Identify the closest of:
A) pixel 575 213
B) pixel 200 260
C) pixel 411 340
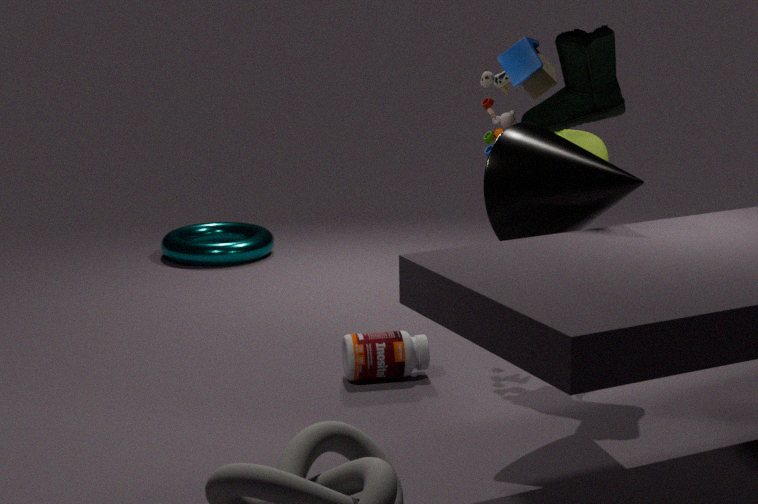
pixel 575 213
